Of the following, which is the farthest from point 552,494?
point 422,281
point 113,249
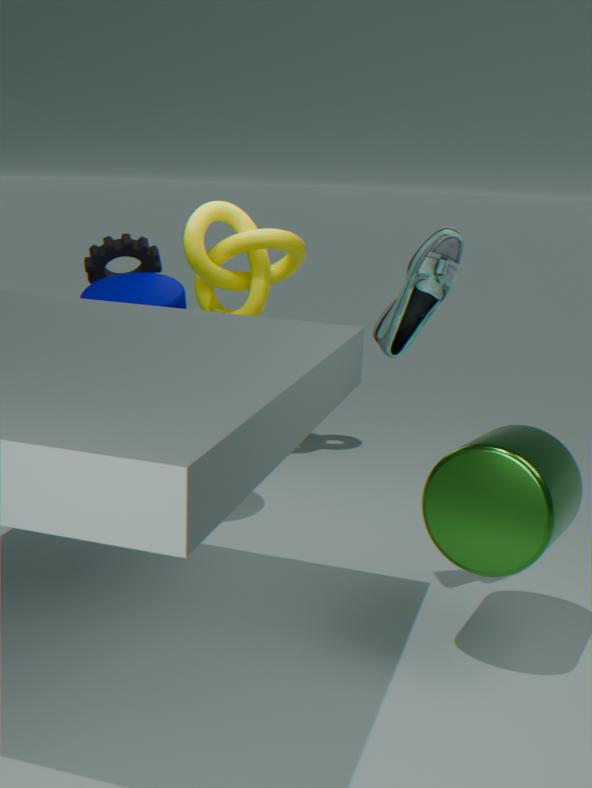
point 113,249
